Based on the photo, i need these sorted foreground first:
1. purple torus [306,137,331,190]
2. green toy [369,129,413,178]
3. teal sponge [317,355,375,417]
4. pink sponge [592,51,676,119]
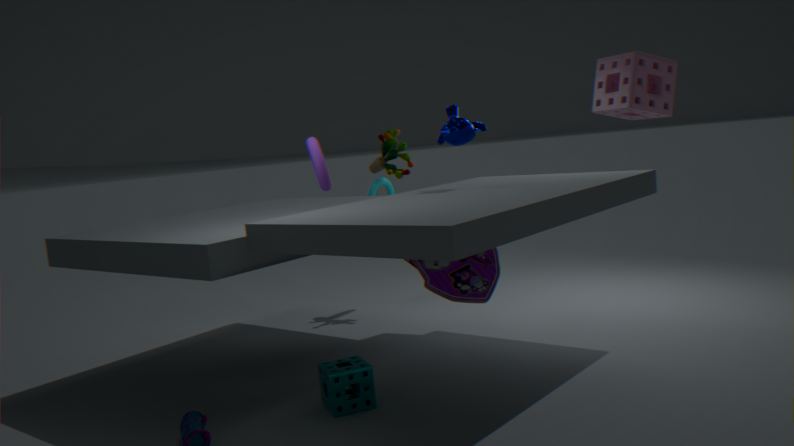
pink sponge [592,51,676,119]
teal sponge [317,355,375,417]
purple torus [306,137,331,190]
green toy [369,129,413,178]
